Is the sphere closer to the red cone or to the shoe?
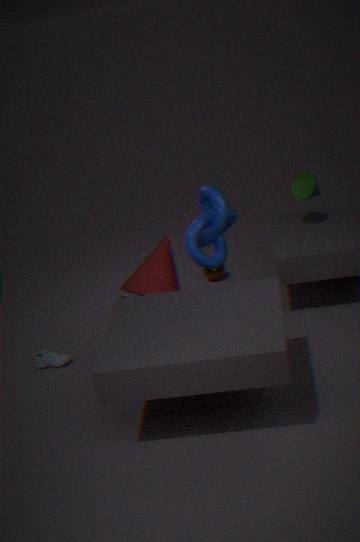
the red cone
